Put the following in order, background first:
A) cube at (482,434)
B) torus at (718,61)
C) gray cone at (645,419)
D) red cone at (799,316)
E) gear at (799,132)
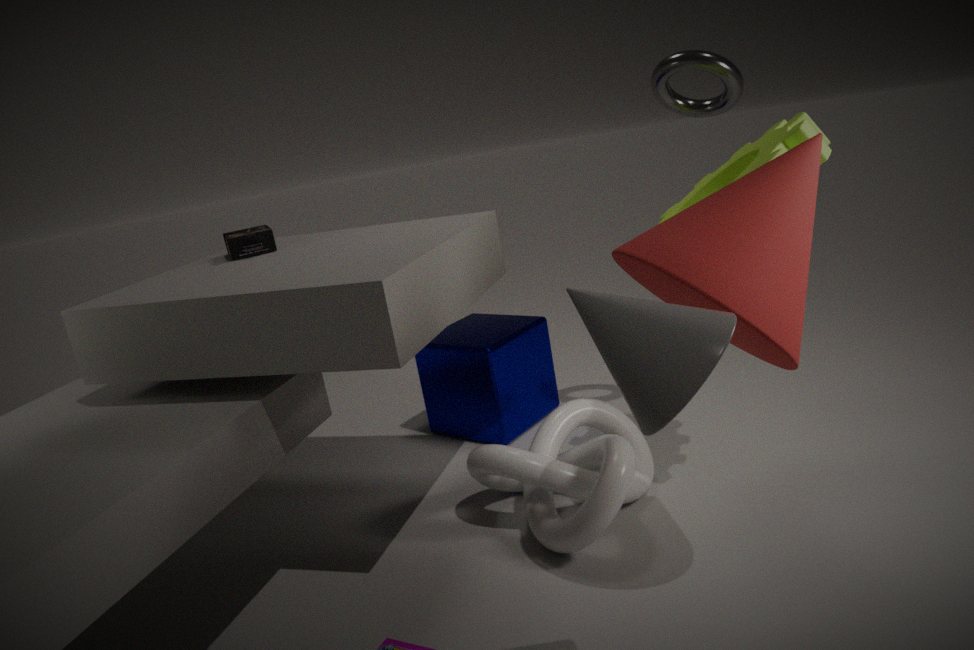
A. cube at (482,434) < B. torus at (718,61) < E. gear at (799,132) < D. red cone at (799,316) < C. gray cone at (645,419)
